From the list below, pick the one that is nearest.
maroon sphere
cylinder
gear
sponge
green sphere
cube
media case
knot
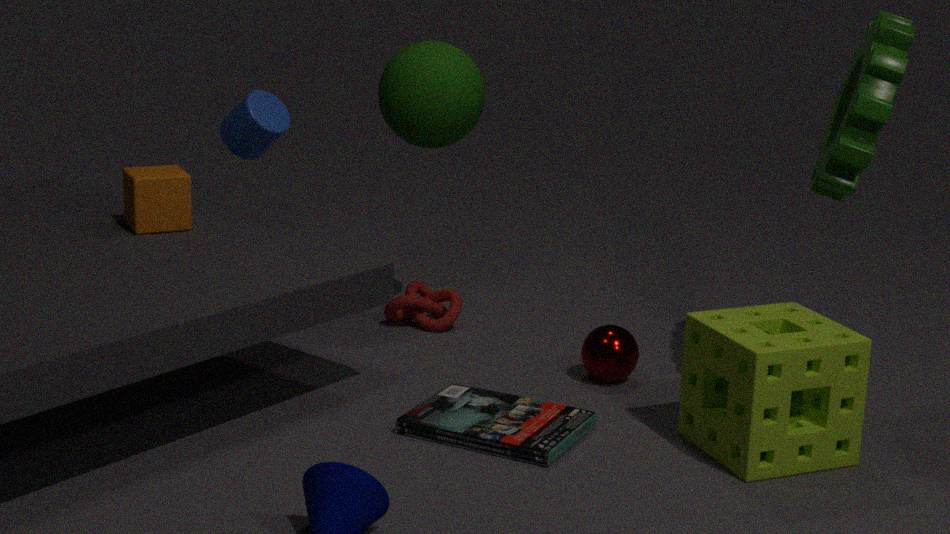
sponge
